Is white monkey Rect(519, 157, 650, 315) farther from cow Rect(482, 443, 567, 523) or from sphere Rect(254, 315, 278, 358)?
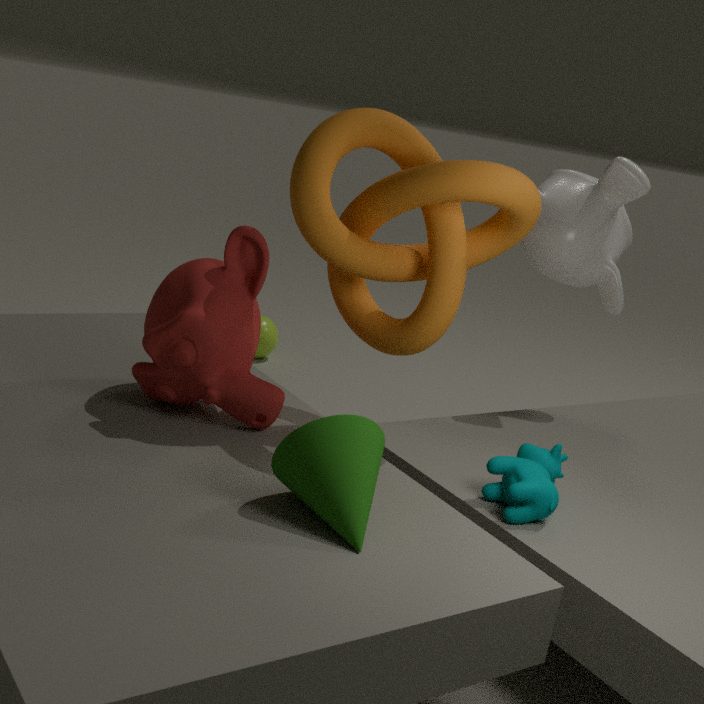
sphere Rect(254, 315, 278, 358)
